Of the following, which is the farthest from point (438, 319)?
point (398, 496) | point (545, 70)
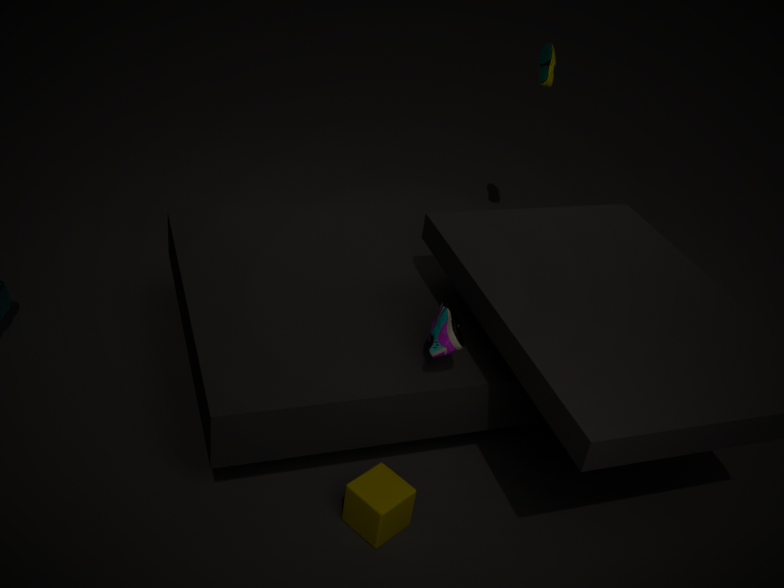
point (545, 70)
